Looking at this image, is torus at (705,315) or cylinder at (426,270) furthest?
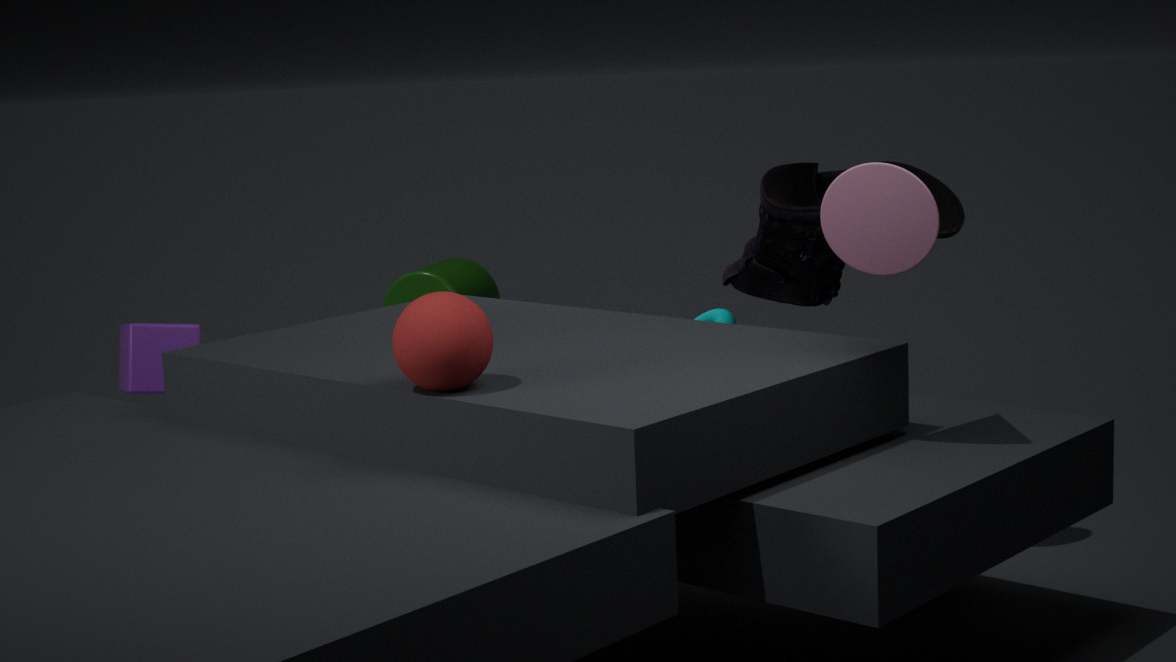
cylinder at (426,270)
